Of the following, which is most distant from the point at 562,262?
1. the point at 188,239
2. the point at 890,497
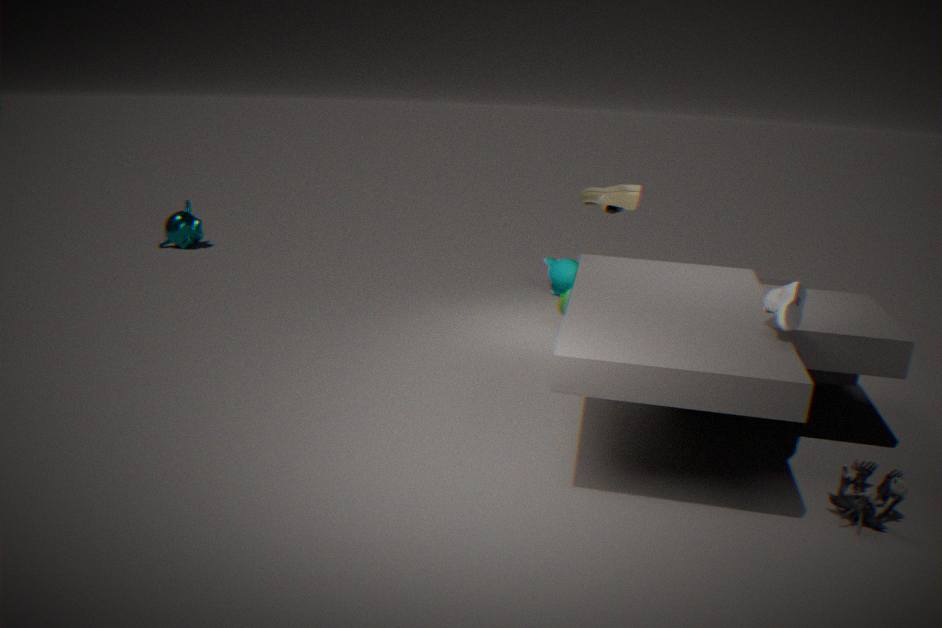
the point at 188,239
